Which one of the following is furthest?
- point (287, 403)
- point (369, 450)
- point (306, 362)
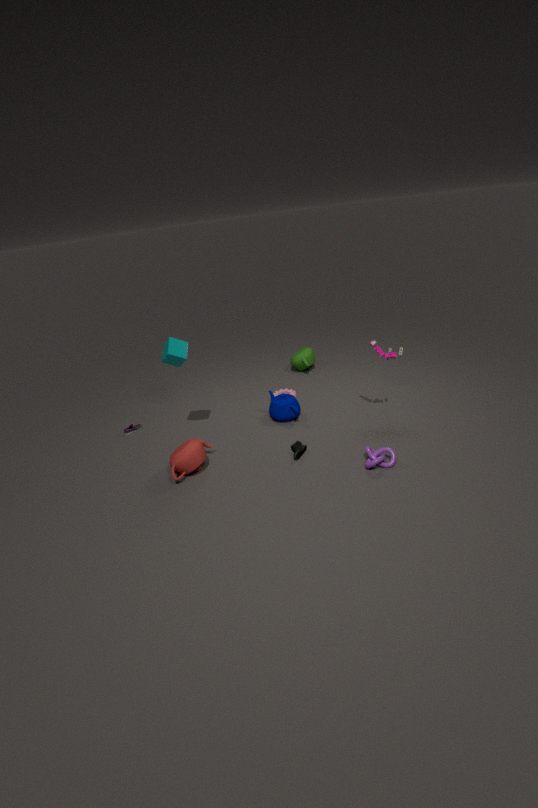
point (306, 362)
